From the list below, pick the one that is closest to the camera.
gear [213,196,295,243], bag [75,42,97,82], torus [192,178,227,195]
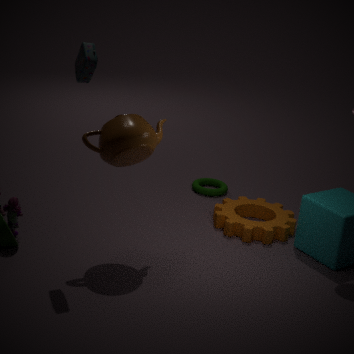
bag [75,42,97,82]
